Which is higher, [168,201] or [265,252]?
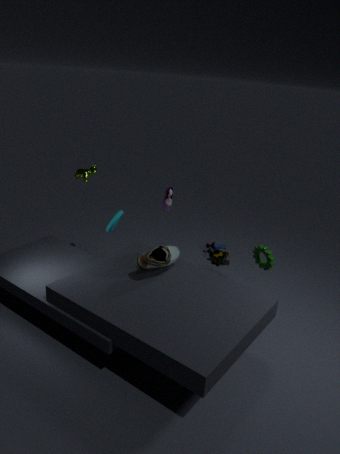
[168,201]
